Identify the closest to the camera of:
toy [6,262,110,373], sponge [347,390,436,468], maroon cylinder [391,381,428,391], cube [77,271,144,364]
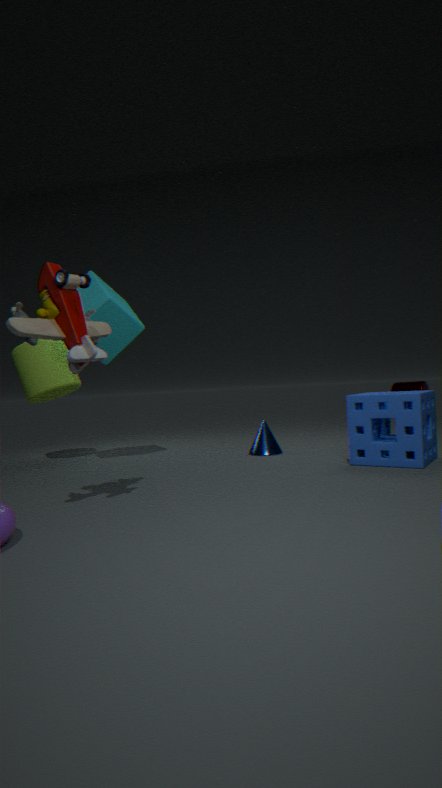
toy [6,262,110,373]
